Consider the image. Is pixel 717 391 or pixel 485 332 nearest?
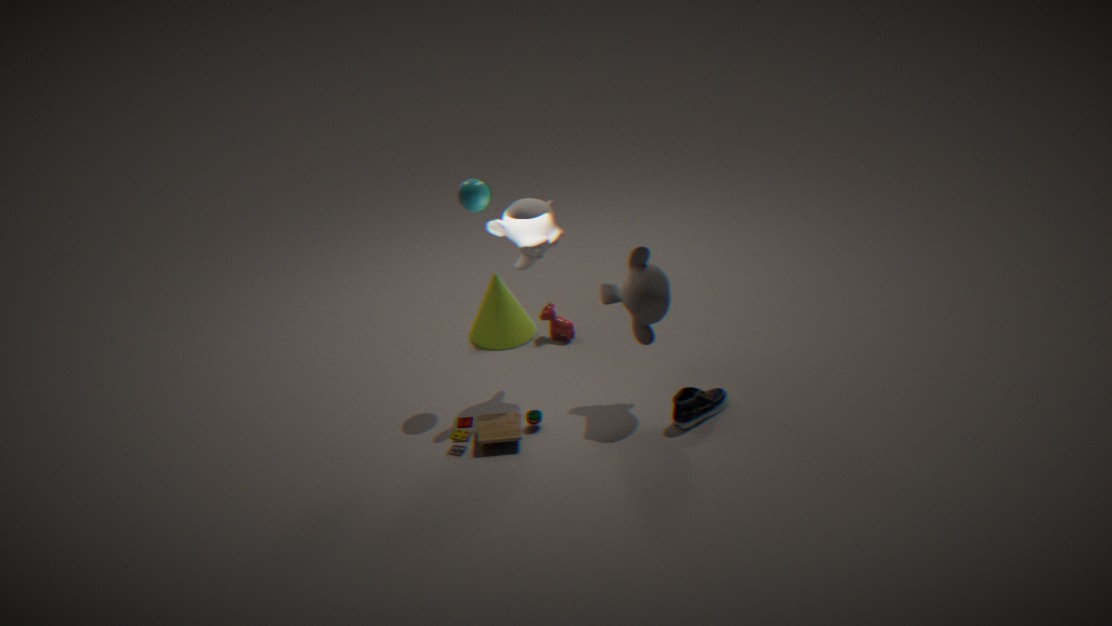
pixel 717 391
